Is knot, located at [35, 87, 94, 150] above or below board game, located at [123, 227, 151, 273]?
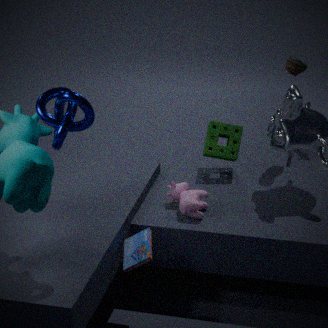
above
